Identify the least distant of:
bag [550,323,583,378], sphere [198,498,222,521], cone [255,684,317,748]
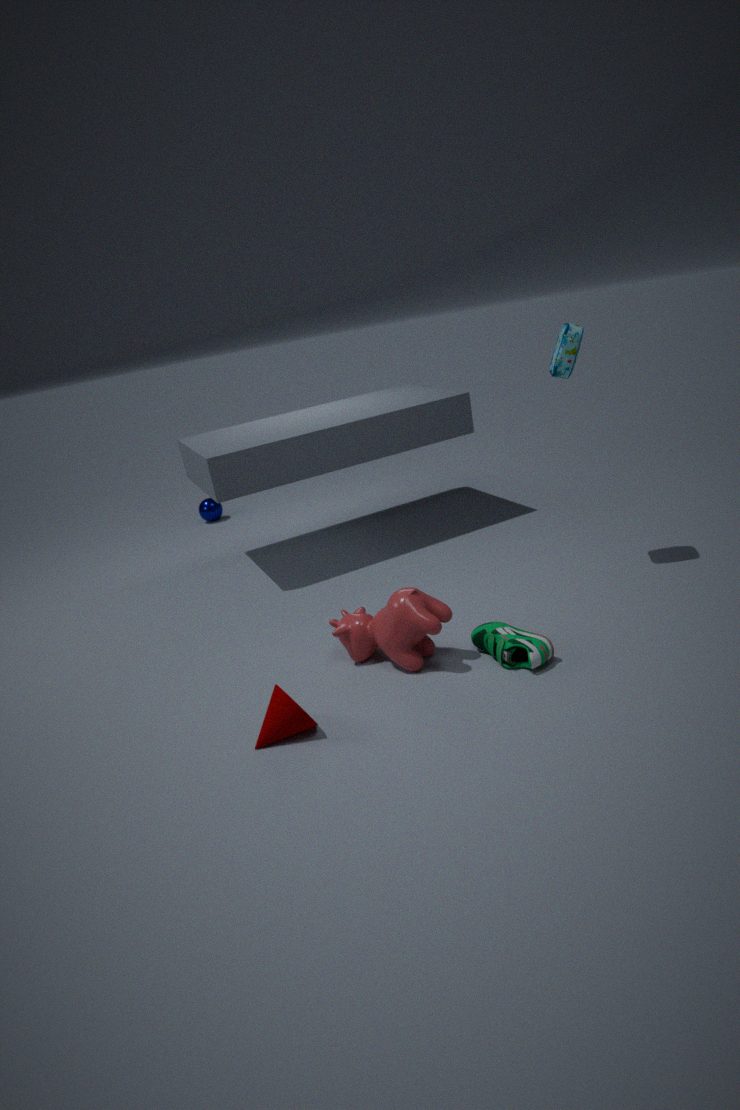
cone [255,684,317,748]
